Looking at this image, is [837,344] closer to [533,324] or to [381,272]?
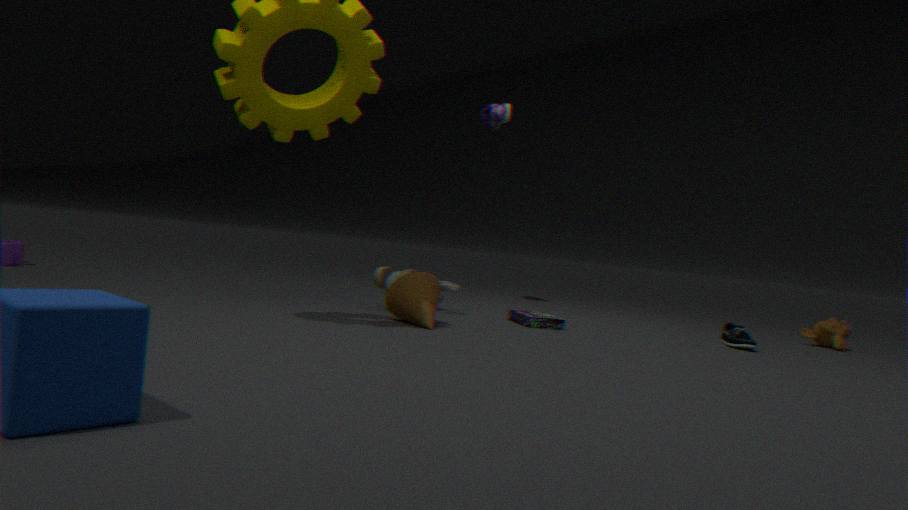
[533,324]
